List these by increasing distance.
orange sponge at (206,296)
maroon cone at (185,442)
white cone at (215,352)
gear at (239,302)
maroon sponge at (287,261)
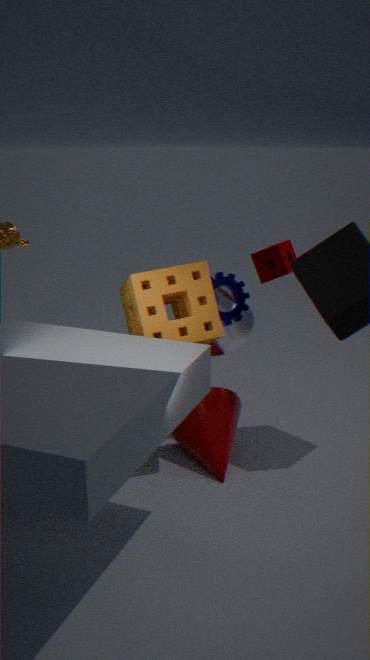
orange sponge at (206,296), maroon cone at (185,442), gear at (239,302), white cone at (215,352), maroon sponge at (287,261)
